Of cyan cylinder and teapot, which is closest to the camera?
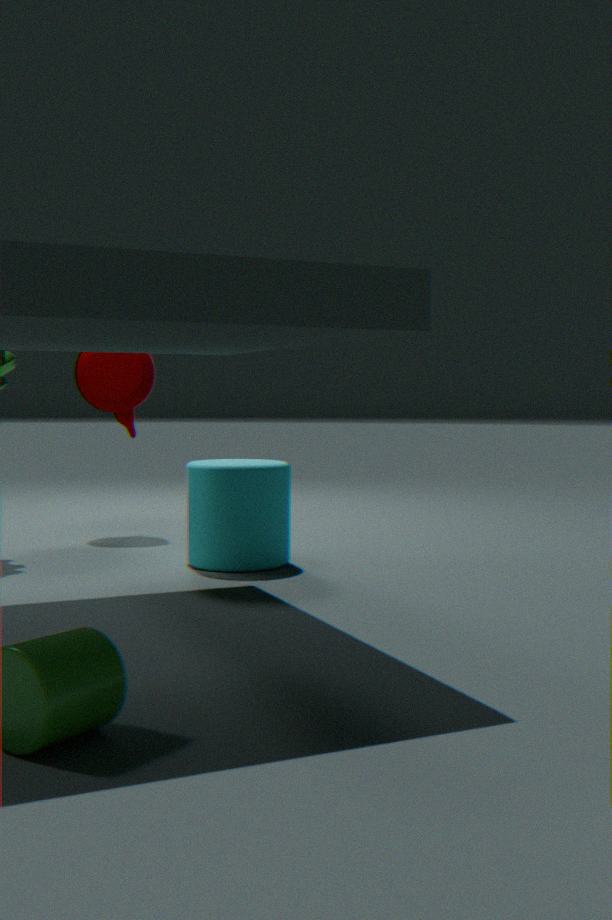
cyan cylinder
